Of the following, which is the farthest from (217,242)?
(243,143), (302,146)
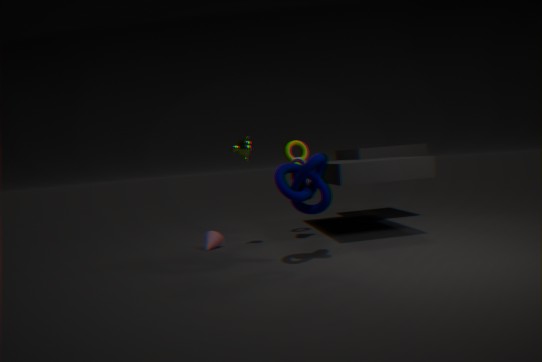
(302,146)
